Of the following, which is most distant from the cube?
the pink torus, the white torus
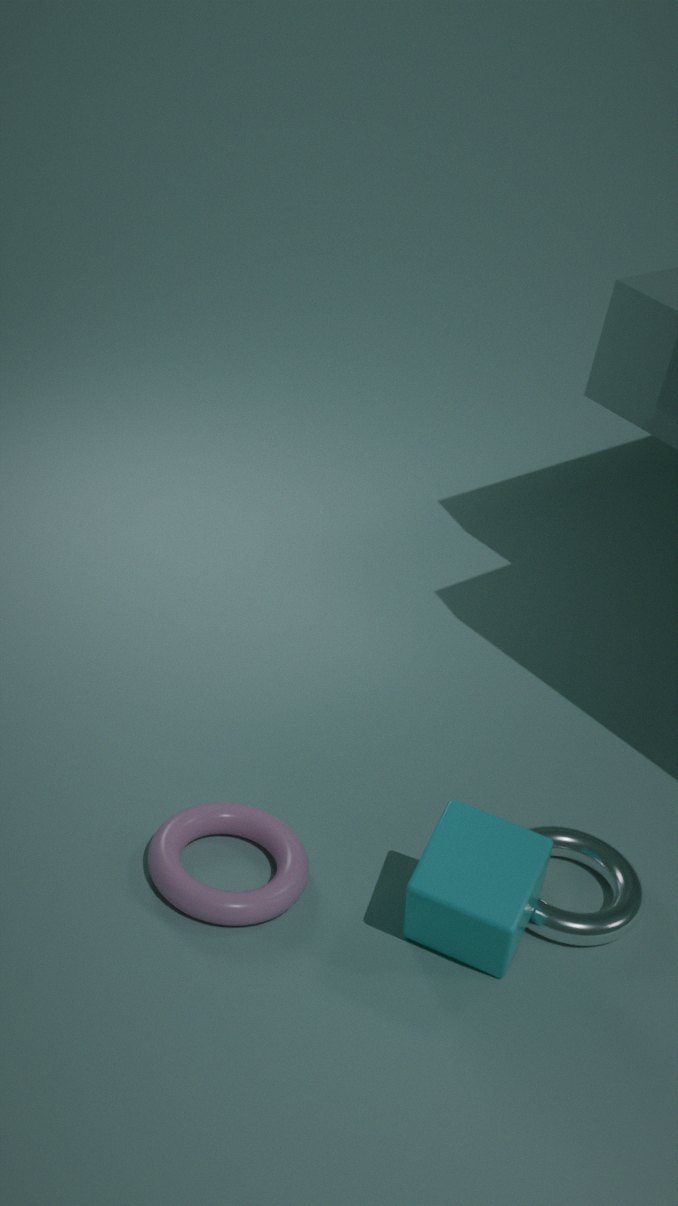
the pink torus
